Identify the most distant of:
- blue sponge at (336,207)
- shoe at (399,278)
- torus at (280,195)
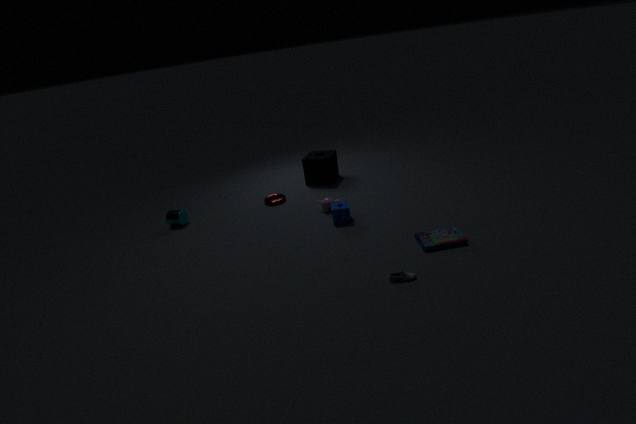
torus at (280,195)
